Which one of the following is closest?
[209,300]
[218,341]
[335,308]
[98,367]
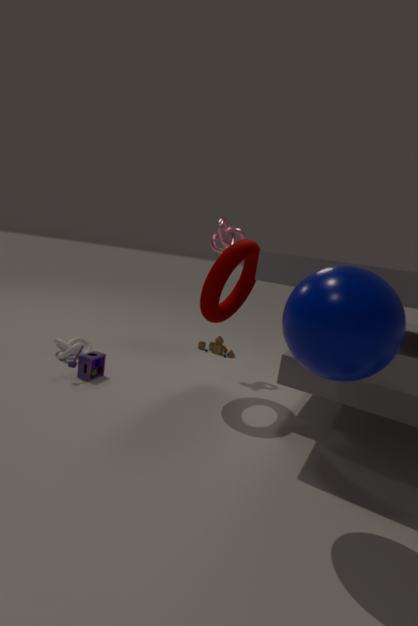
[335,308]
